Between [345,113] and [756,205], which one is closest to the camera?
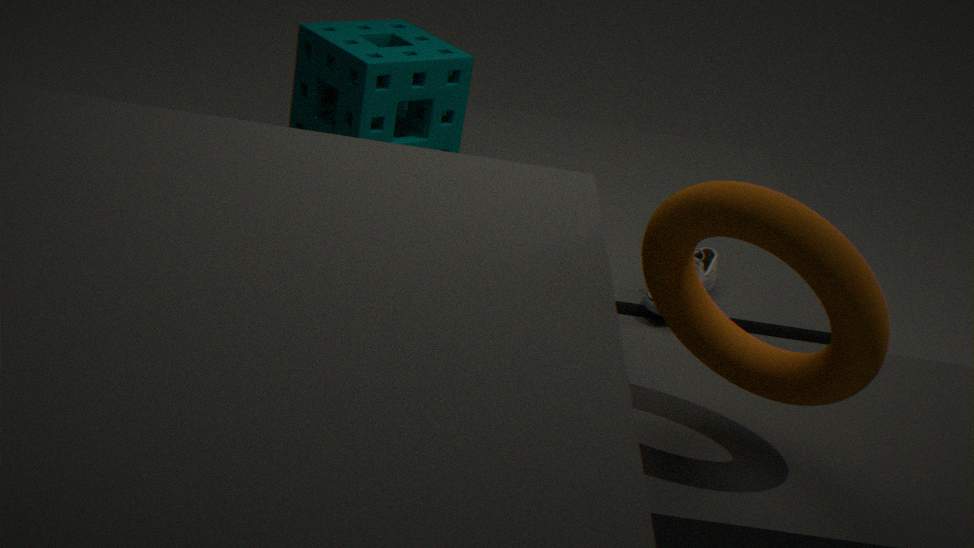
[756,205]
